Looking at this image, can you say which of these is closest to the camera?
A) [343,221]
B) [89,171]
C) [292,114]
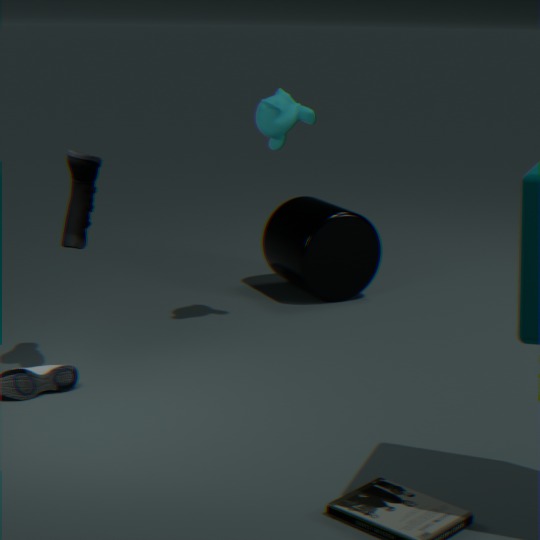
[89,171]
